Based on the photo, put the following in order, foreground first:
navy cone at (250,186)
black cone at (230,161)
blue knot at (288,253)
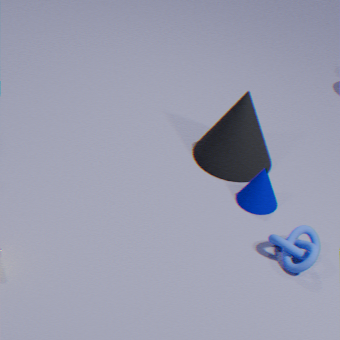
blue knot at (288,253) → navy cone at (250,186) → black cone at (230,161)
